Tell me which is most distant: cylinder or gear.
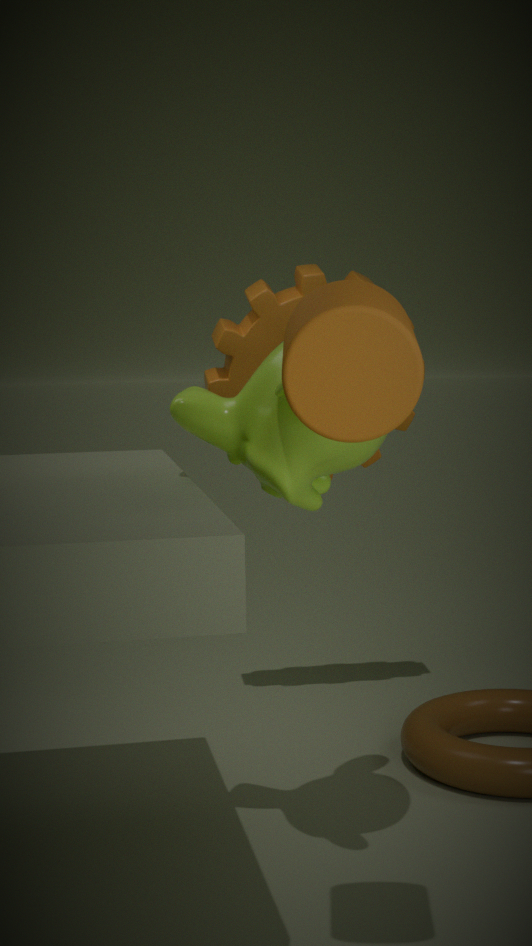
gear
